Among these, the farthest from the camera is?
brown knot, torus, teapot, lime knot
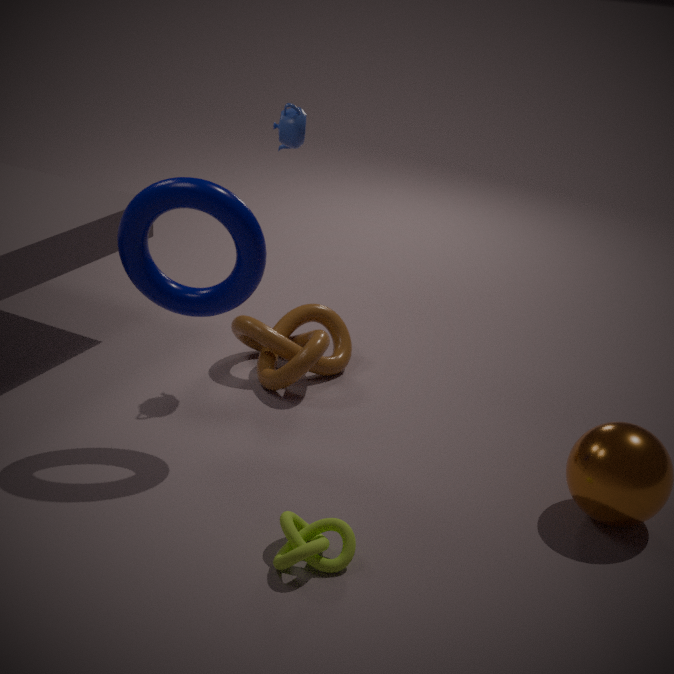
brown knot
